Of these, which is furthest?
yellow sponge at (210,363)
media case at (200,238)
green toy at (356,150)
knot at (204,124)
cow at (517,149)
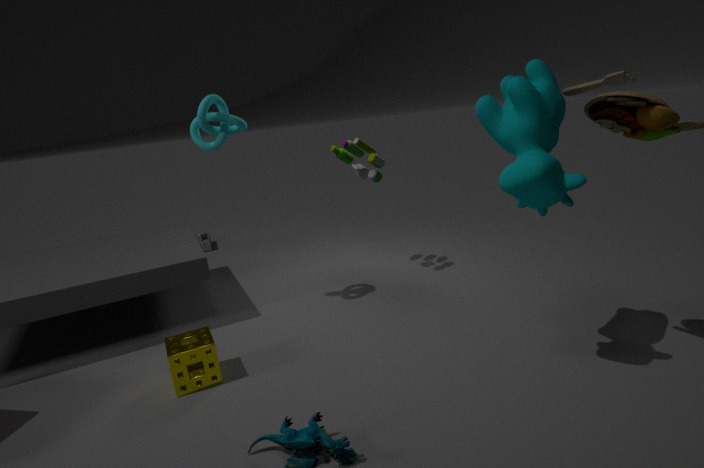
media case at (200,238)
